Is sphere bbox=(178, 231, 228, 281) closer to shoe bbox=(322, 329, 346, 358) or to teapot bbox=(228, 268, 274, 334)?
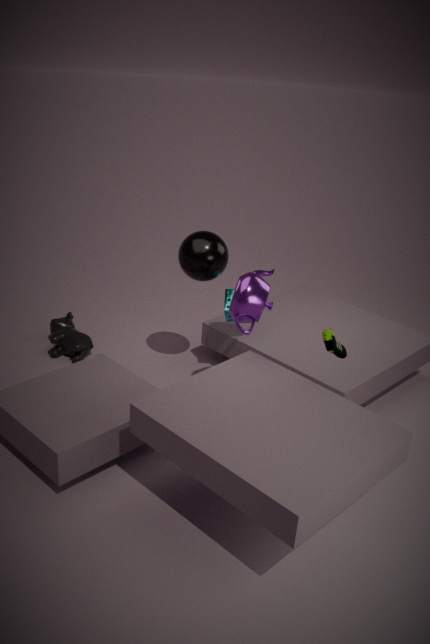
teapot bbox=(228, 268, 274, 334)
